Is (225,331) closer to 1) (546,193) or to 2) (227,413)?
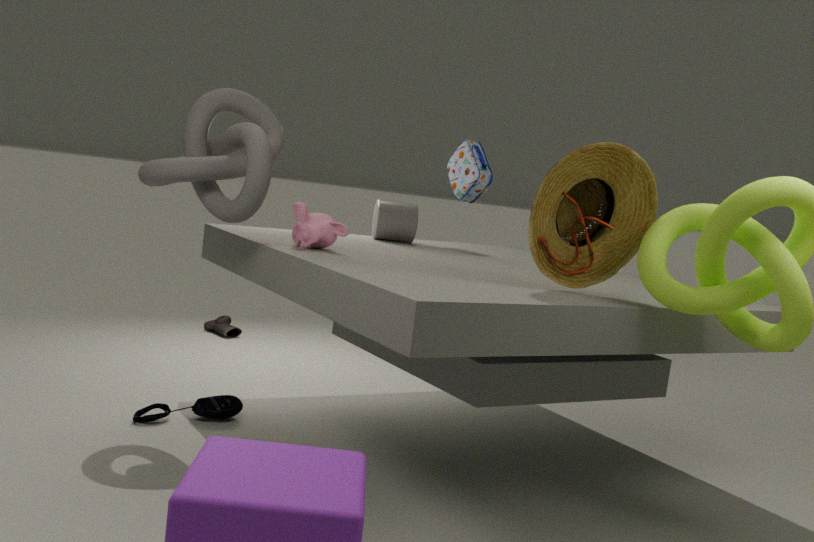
2) (227,413)
